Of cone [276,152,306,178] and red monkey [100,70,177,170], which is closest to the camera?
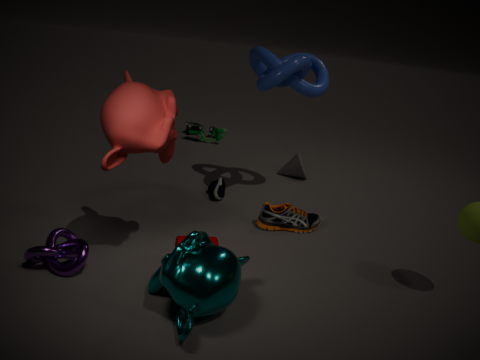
red monkey [100,70,177,170]
